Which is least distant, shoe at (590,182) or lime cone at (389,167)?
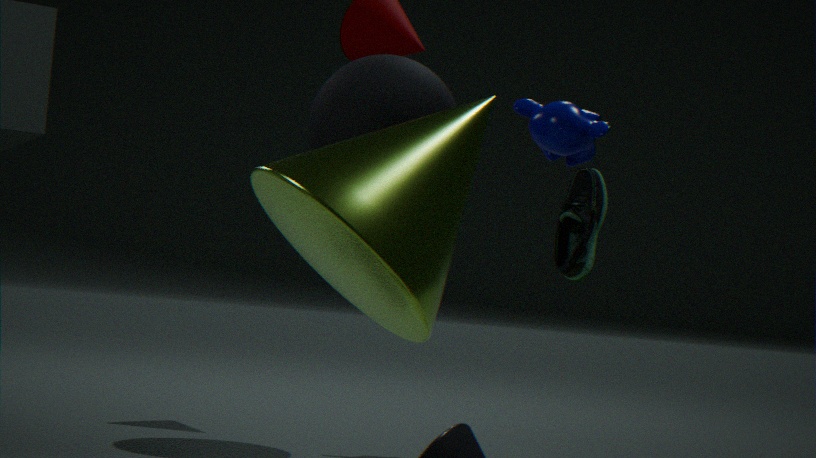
lime cone at (389,167)
